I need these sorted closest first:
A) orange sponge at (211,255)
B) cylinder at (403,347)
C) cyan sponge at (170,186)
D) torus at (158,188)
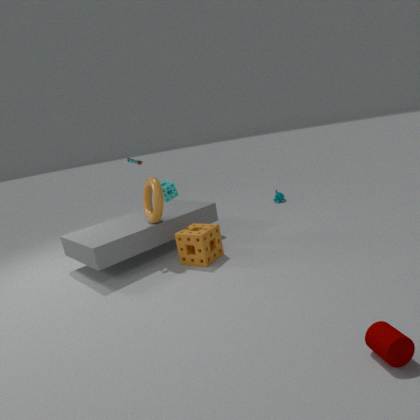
cylinder at (403,347) < orange sponge at (211,255) < torus at (158,188) < cyan sponge at (170,186)
